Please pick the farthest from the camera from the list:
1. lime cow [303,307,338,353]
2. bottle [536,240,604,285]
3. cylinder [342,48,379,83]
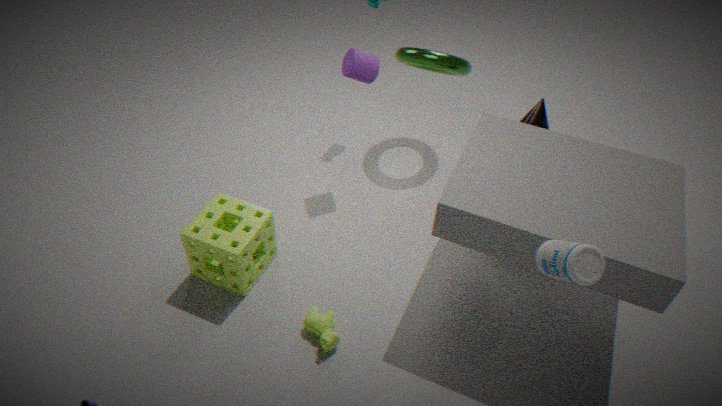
cylinder [342,48,379,83]
